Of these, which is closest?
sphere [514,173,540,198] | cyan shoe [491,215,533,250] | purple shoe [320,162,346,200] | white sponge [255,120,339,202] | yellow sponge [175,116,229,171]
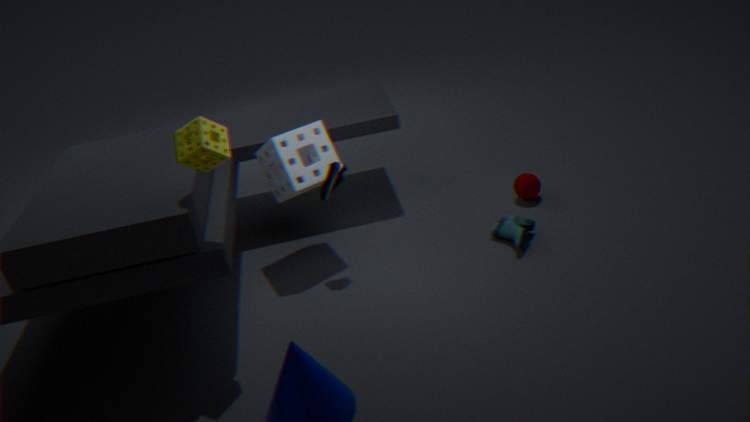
yellow sponge [175,116,229,171]
